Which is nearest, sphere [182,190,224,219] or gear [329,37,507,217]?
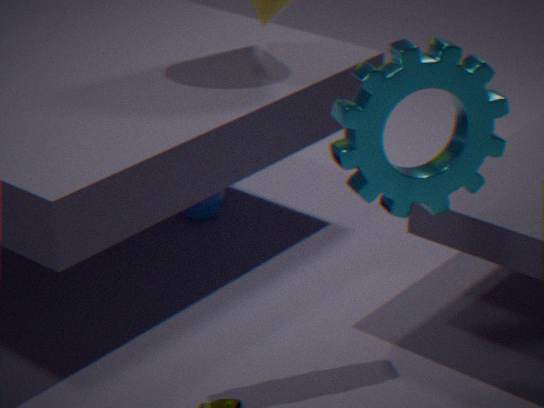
gear [329,37,507,217]
